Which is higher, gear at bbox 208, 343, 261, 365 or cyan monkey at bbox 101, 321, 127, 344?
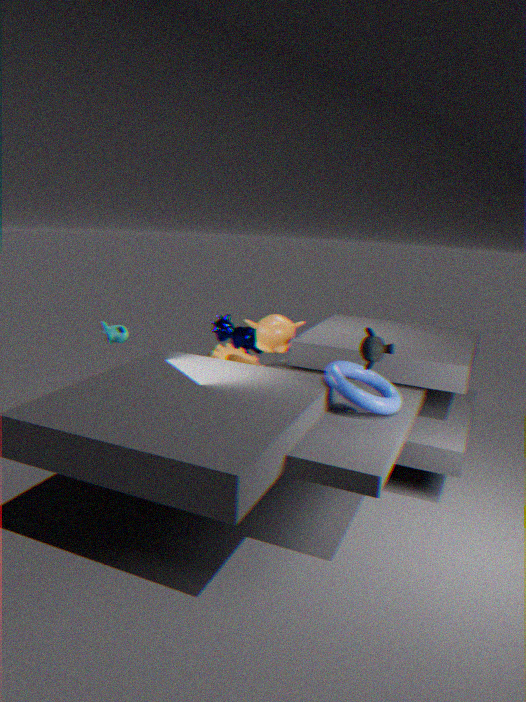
cyan monkey at bbox 101, 321, 127, 344
